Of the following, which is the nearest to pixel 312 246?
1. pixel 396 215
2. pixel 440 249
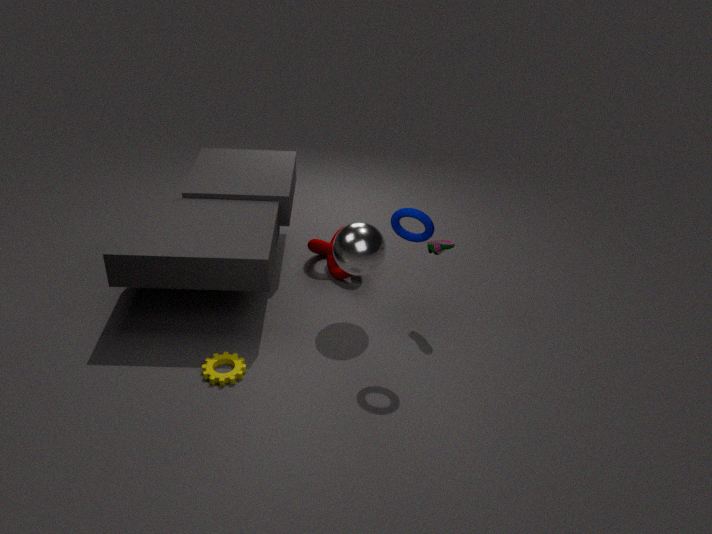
pixel 440 249
